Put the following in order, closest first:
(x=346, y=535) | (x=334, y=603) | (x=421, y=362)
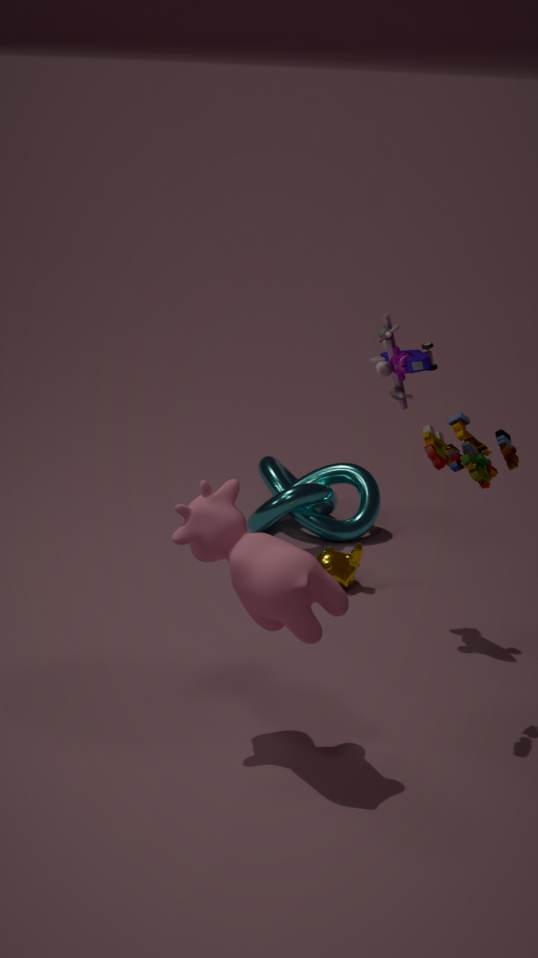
(x=334, y=603), (x=421, y=362), (x=346, y=535)
